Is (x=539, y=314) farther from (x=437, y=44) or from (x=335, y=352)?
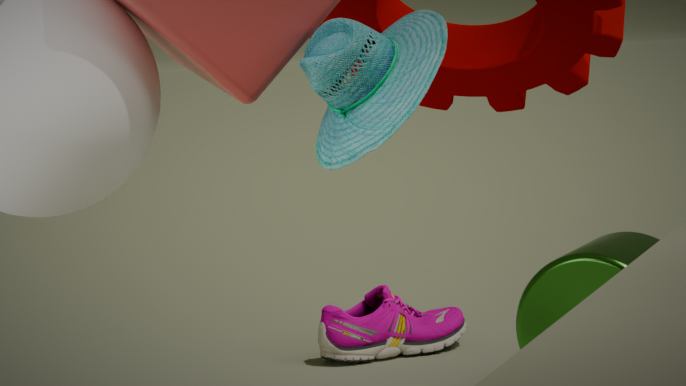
(x=437, y=44)
